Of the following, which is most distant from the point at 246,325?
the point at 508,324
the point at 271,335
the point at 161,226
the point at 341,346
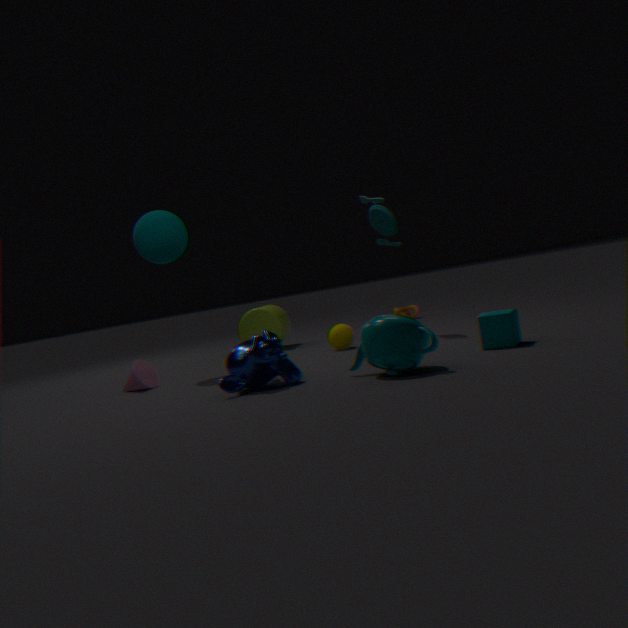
the point at 508,324
